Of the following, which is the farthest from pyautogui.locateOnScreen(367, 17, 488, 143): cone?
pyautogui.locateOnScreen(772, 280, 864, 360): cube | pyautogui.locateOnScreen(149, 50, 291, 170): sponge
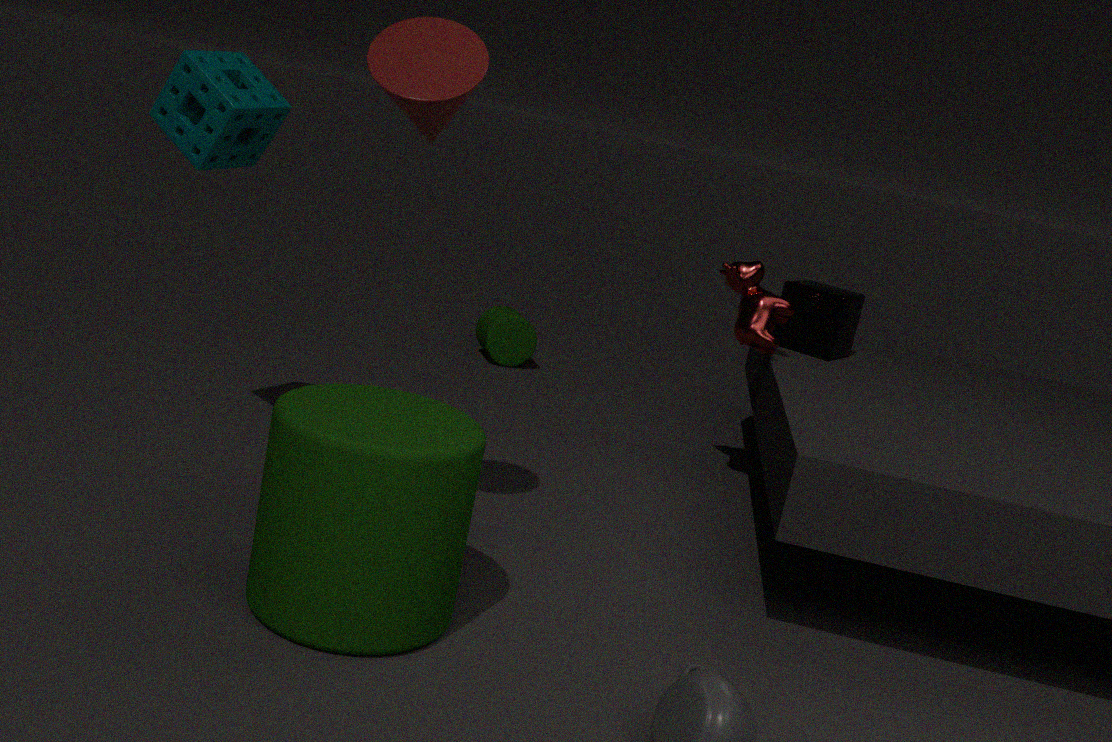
pyautogui.locateOnScreen(772, 280, 864, 360): cube
